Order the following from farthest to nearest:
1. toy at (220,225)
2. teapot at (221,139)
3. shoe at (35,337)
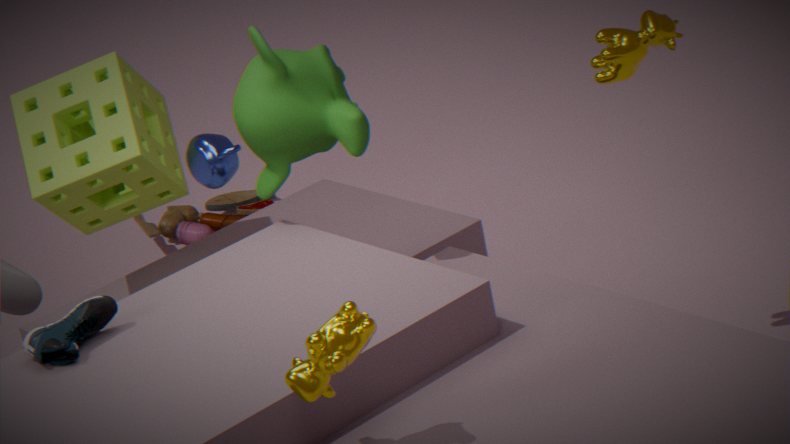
A: toy at (220,225), teapot at (221,139), shoe at (35,337)
